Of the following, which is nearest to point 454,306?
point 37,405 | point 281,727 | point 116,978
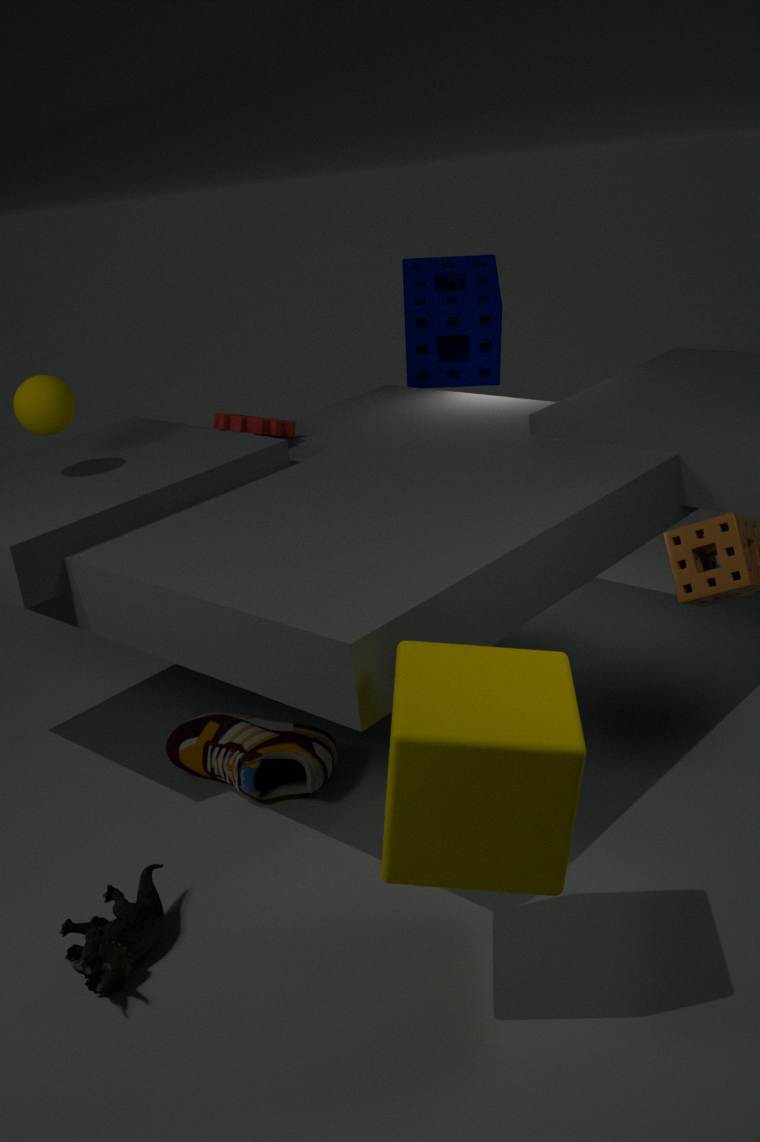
point 37,405
